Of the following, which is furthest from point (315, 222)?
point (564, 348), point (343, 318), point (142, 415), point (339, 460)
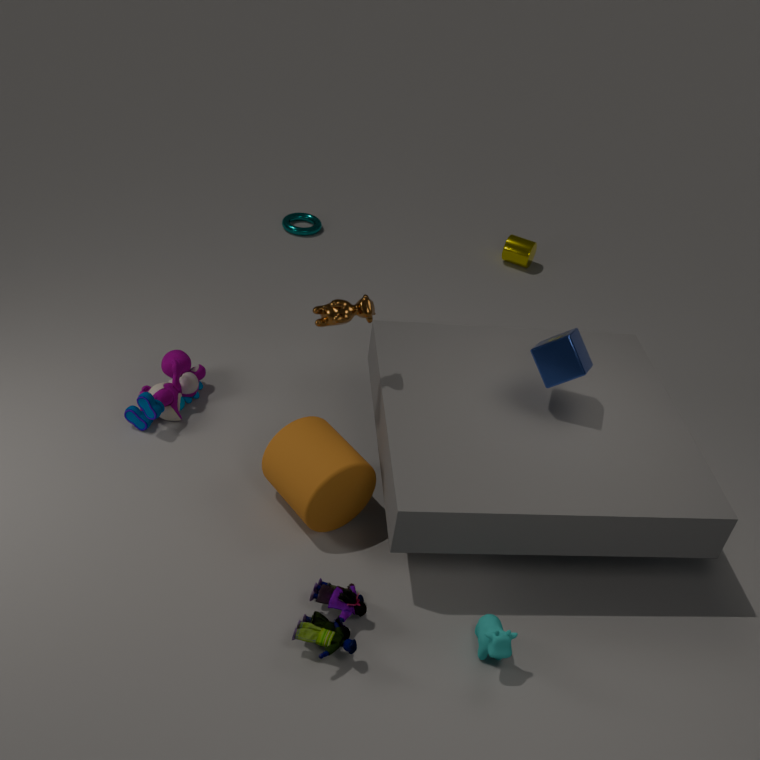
point (564, 348)
